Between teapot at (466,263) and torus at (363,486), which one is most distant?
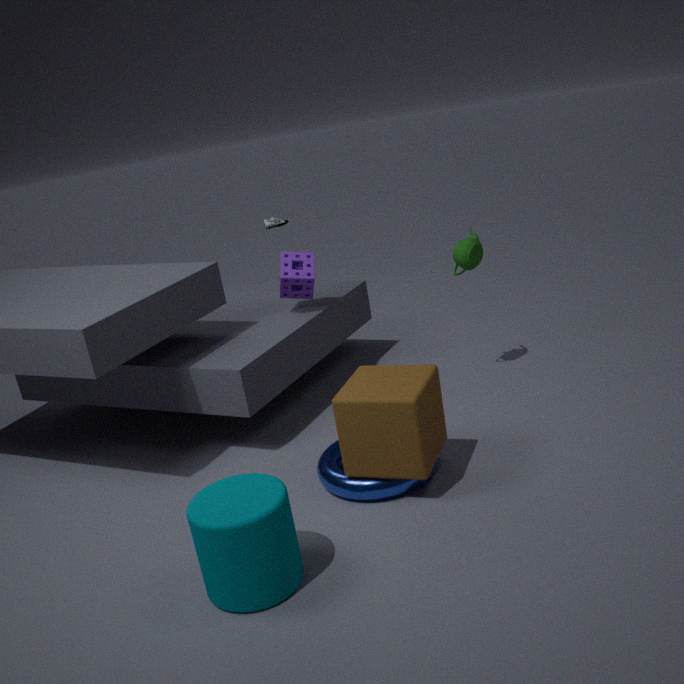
teapot at (466,263)
